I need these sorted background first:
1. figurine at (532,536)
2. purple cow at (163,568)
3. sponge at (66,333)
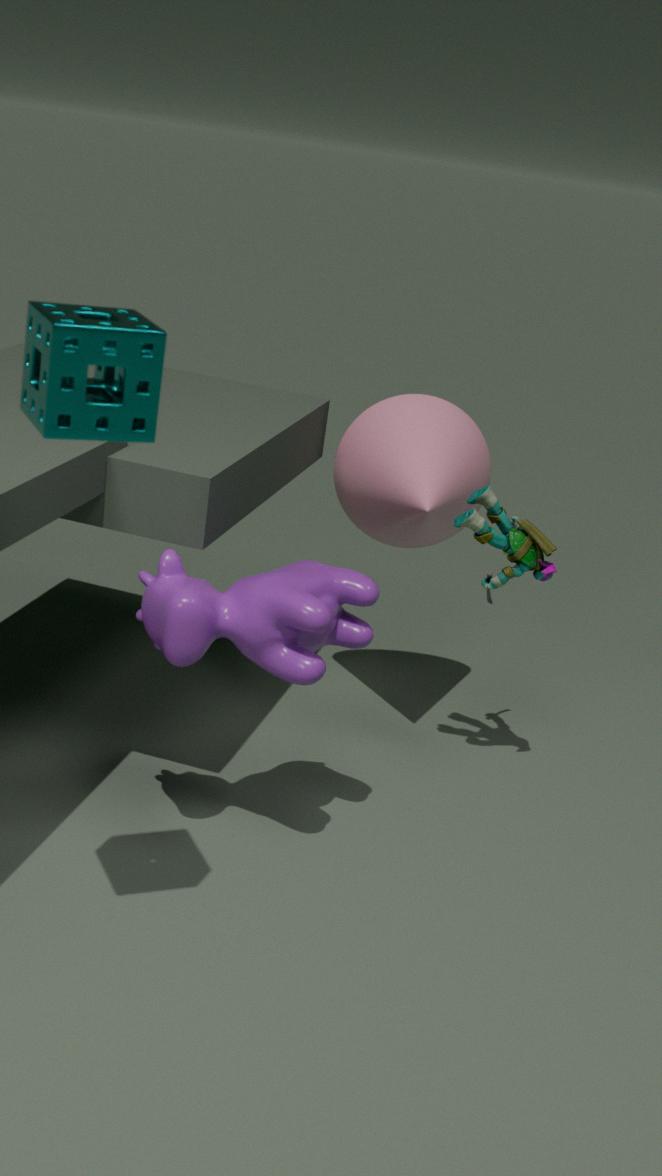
figurine at (532,536) → purple cow at (163,568) → sponge at (66,333)
